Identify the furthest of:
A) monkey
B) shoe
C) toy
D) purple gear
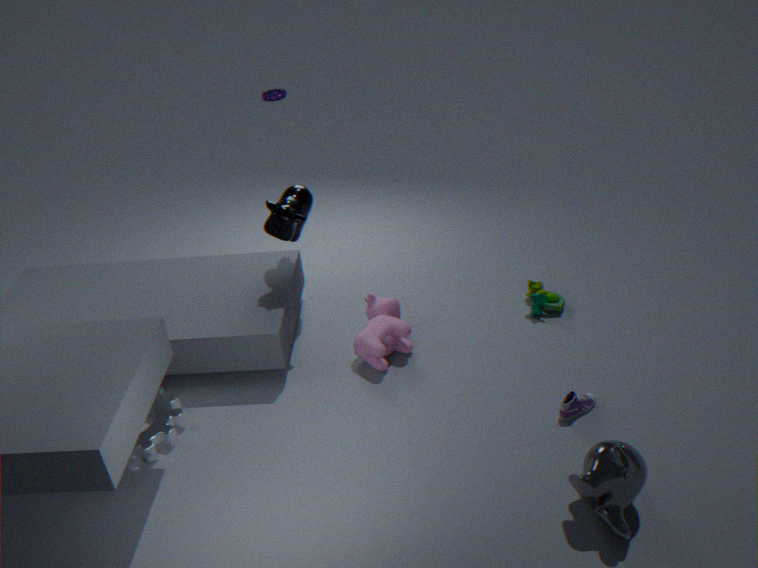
purple gear
